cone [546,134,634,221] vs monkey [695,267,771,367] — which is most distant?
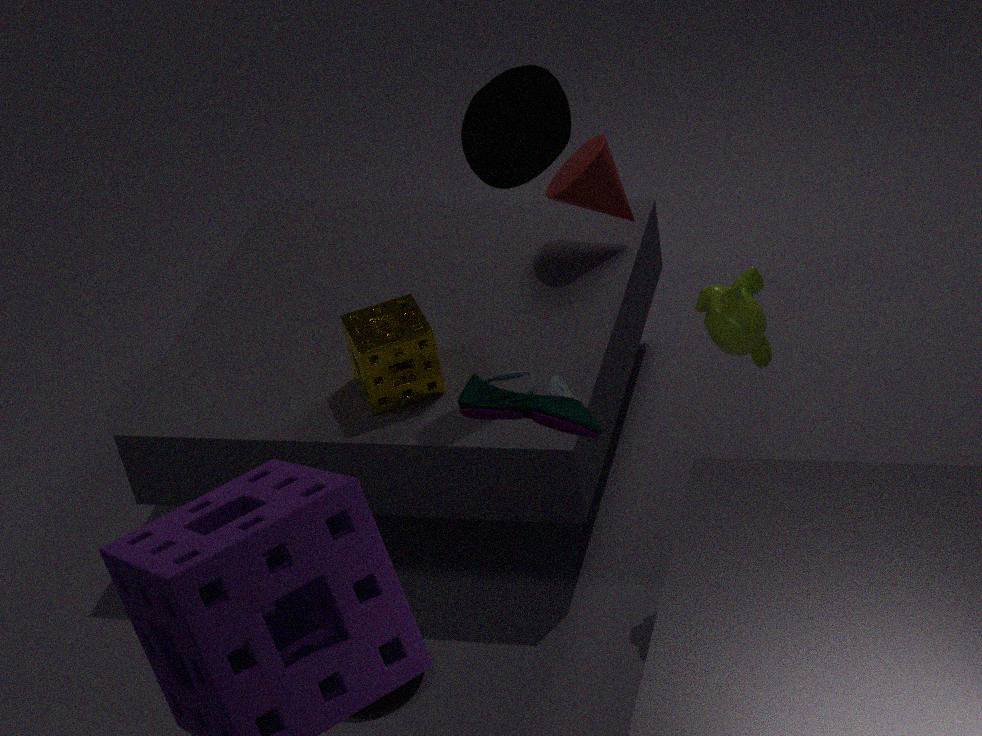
cone [546,134,634,221]
